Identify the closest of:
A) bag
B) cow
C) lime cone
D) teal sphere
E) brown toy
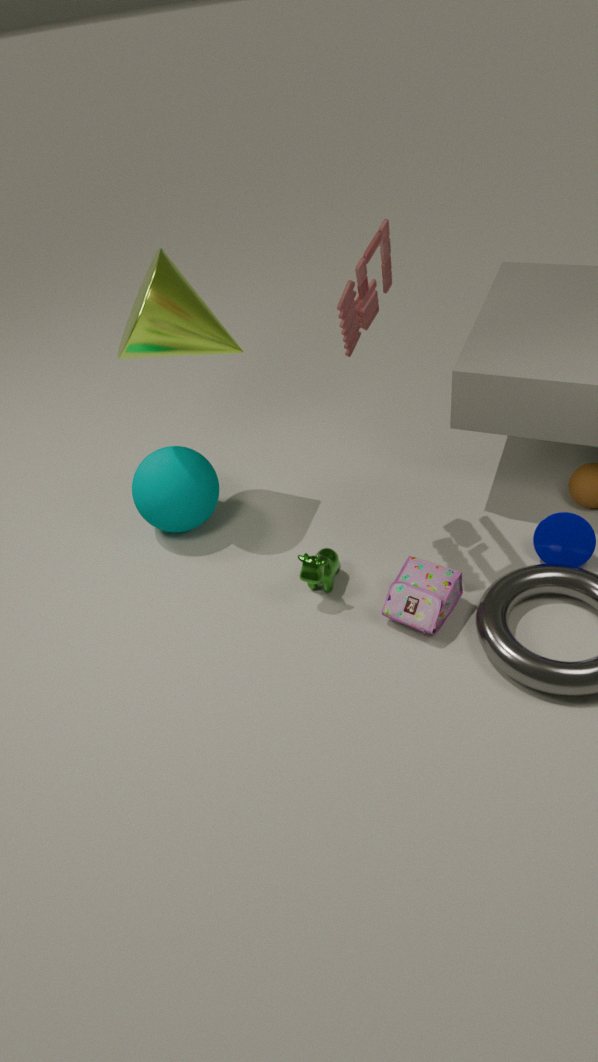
brown toy
